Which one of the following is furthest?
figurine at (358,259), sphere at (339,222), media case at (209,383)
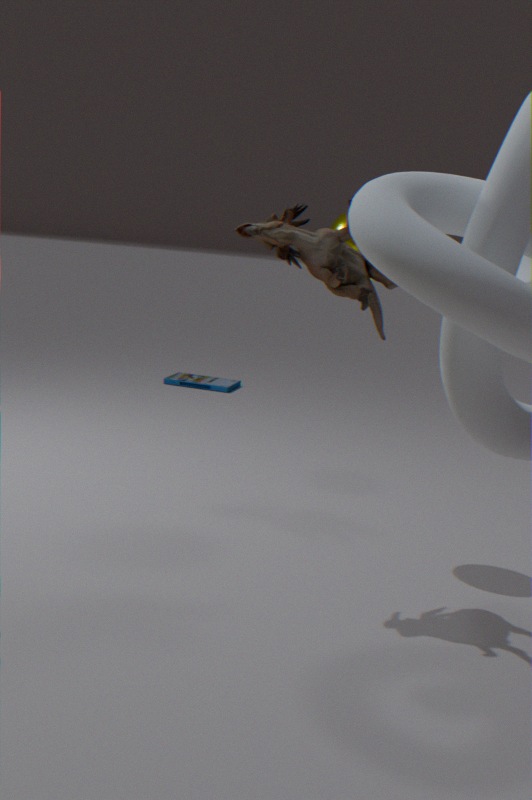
media case at (209,383)
